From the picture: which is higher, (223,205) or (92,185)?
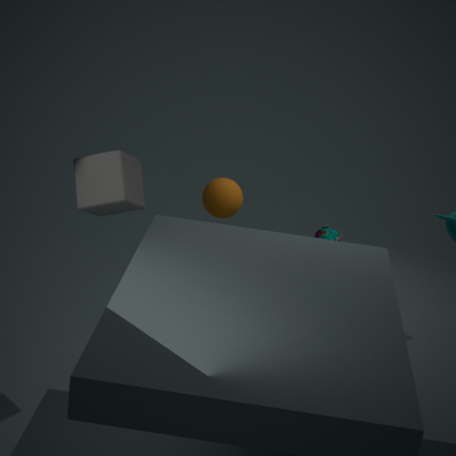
(92,185)
